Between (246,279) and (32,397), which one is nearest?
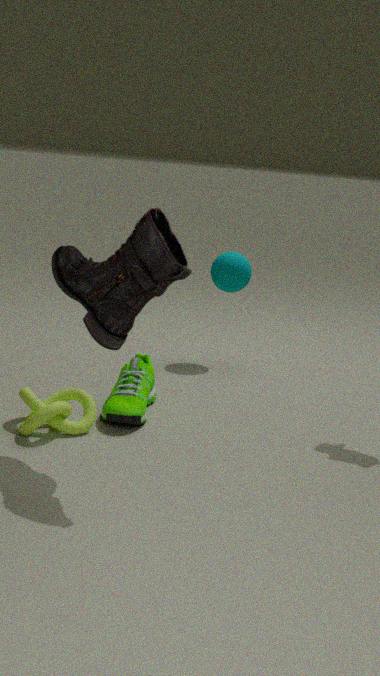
(32,397)
